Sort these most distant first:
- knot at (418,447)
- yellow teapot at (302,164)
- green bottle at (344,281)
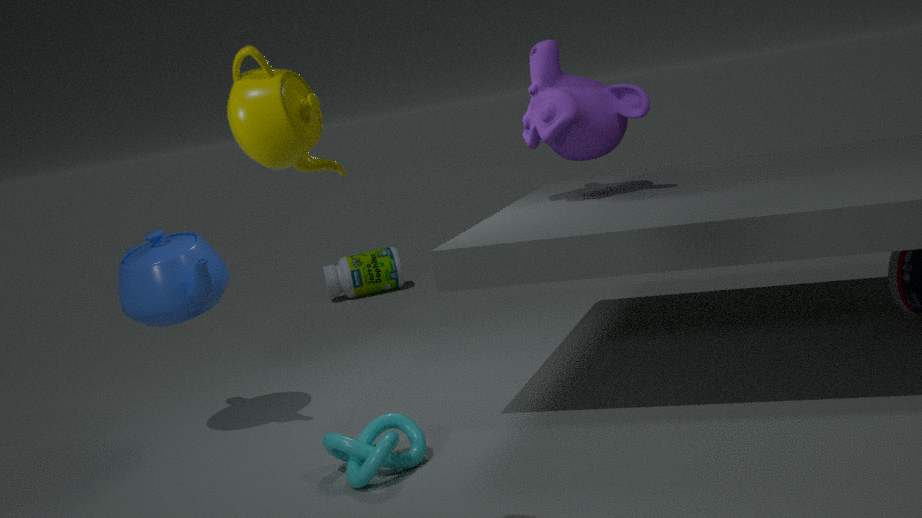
green bottle at (344,281) → knot at (418,447) → yellow teapot at (302,164)
